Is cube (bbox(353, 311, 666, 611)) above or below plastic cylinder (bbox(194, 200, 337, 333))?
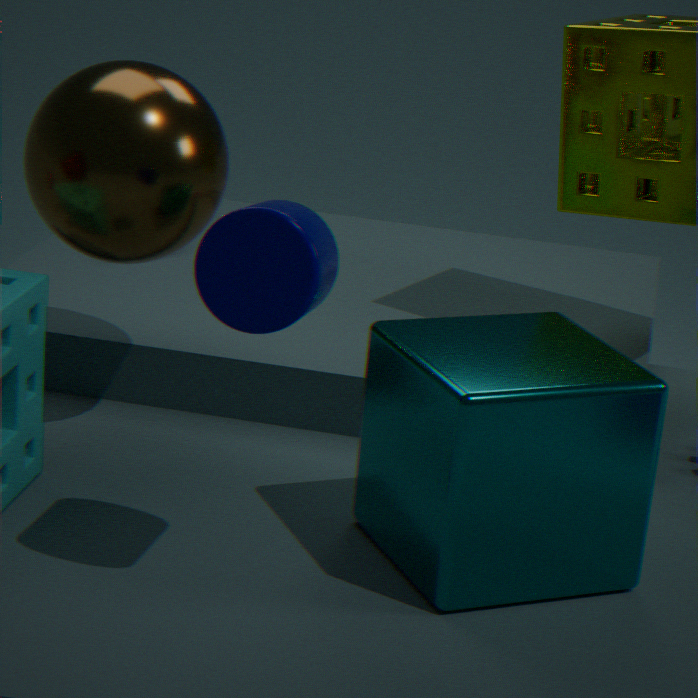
below
